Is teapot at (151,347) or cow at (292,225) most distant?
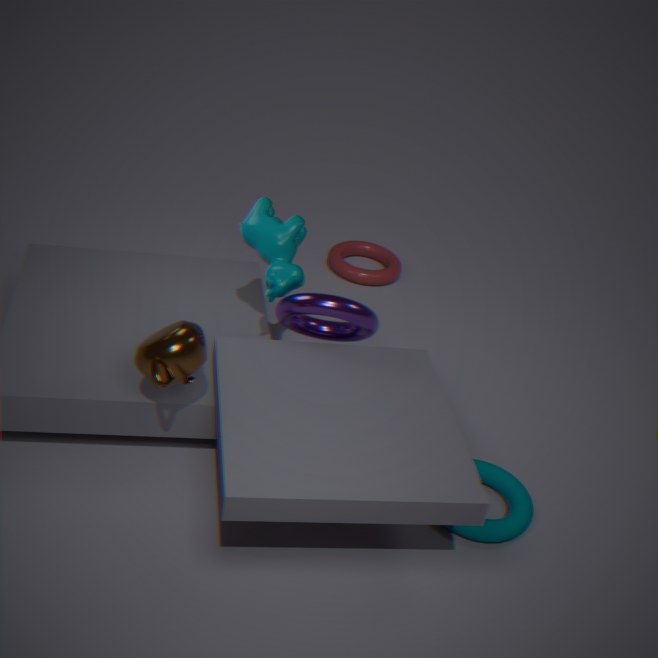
cow at (292,225)
